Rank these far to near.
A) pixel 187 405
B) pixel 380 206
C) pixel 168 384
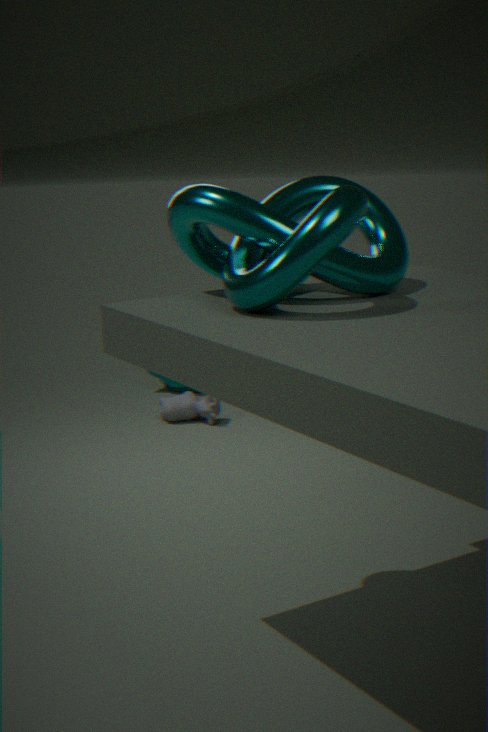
pixel 168 384 → pixel 187 405 → pixel 380 206
